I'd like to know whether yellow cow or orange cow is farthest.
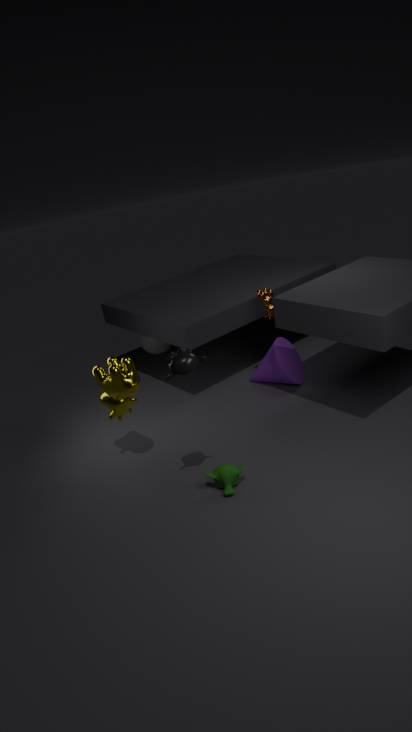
orange cow
